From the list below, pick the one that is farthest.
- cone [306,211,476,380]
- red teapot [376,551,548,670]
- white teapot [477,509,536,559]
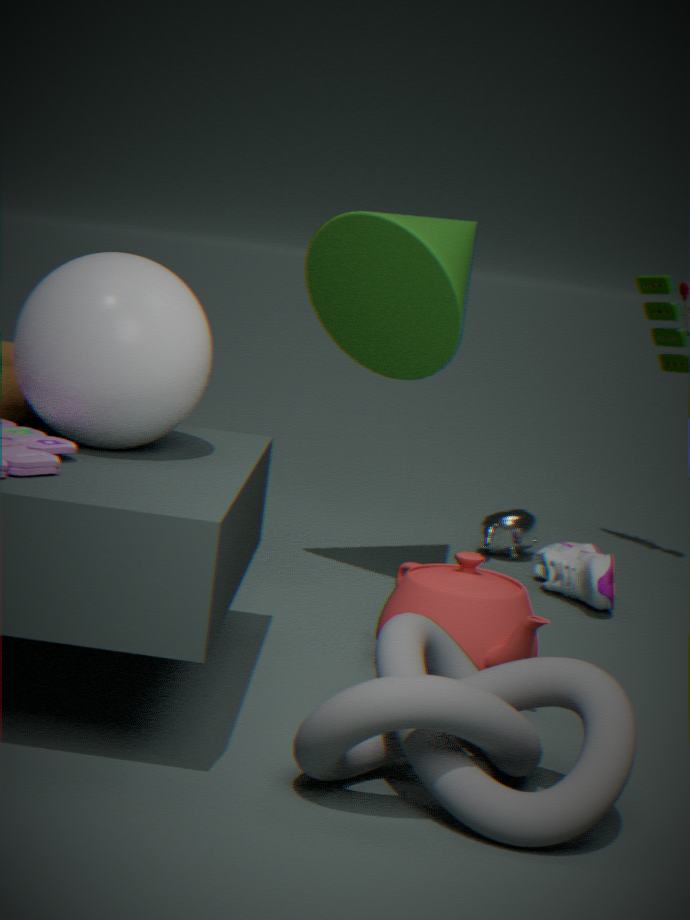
white teapot [477,509,536,559]
